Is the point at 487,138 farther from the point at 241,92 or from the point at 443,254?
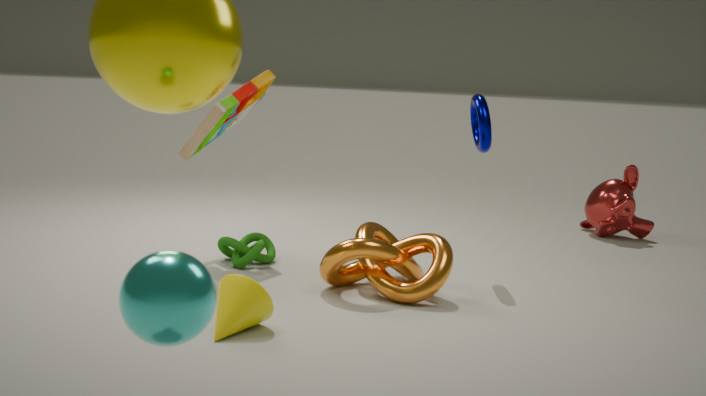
the point at 241,92
